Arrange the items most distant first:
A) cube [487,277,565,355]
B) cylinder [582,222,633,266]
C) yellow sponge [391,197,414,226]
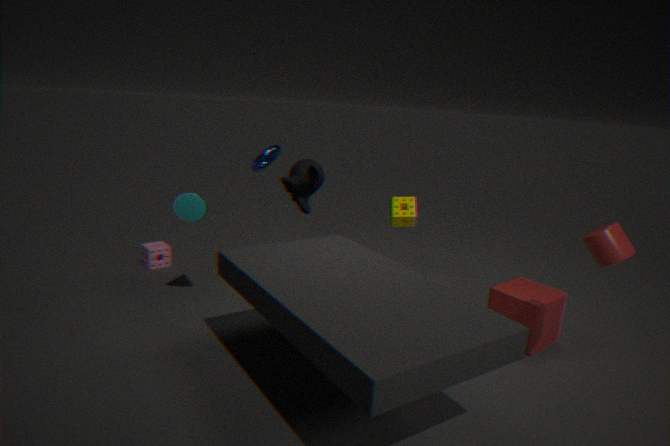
yellow sponge [391,197,414,226] < cube [487,277,565,355] < cylinder [582,222,633,266]
